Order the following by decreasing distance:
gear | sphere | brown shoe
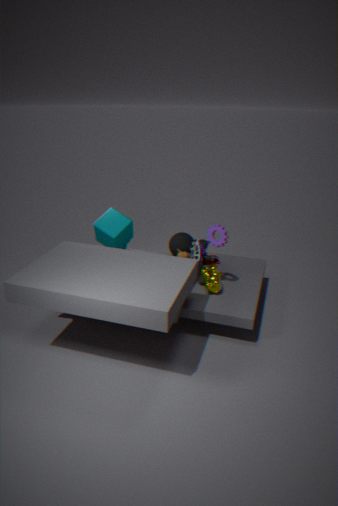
brown shoe → sphere → gear
